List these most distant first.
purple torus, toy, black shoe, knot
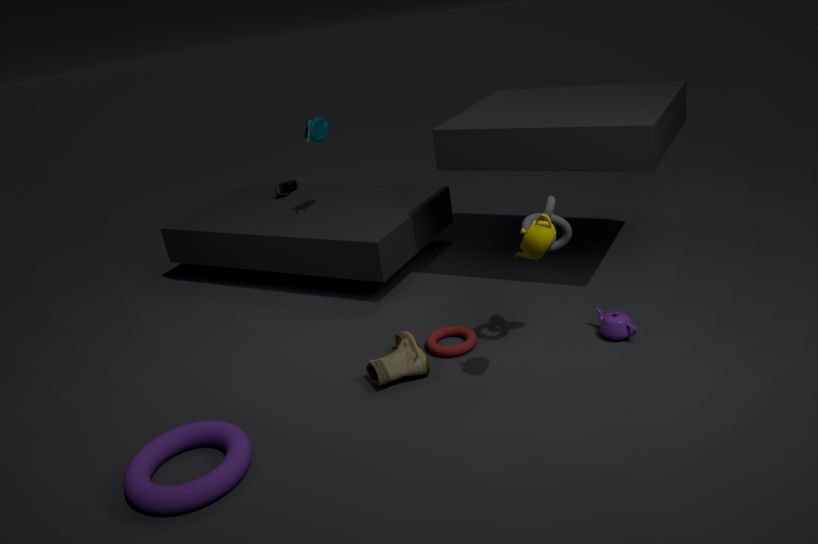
black shoe
toy
knot
purple torus
